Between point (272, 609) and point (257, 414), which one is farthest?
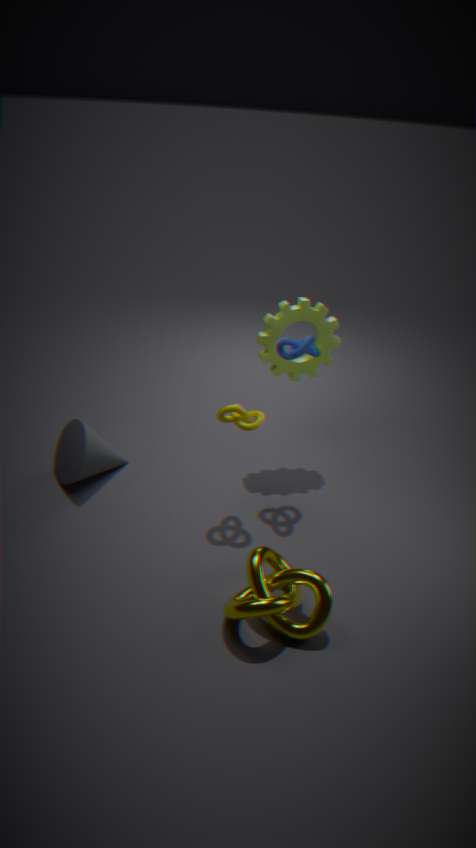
point (257, 414)
